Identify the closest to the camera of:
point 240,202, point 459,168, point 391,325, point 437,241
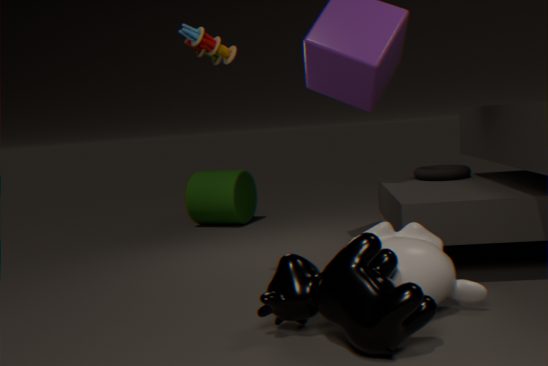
point 391,325
